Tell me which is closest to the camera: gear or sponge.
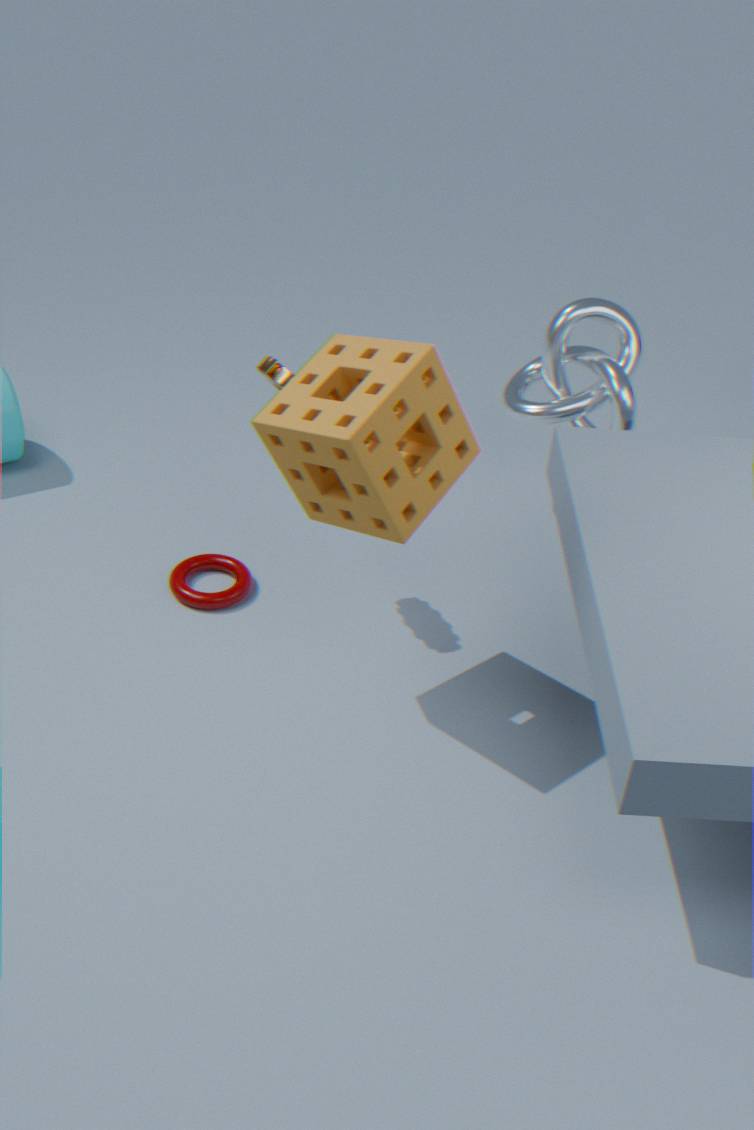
sponge
